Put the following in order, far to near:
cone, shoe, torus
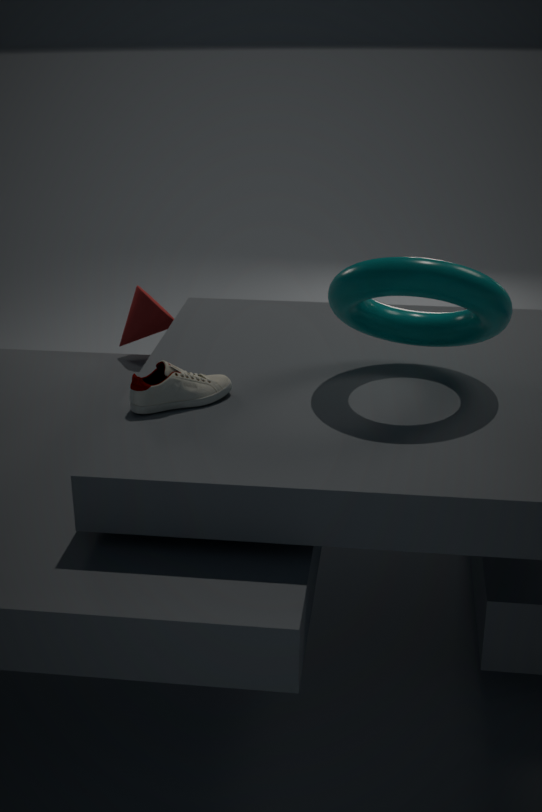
cone → shoe → torus
